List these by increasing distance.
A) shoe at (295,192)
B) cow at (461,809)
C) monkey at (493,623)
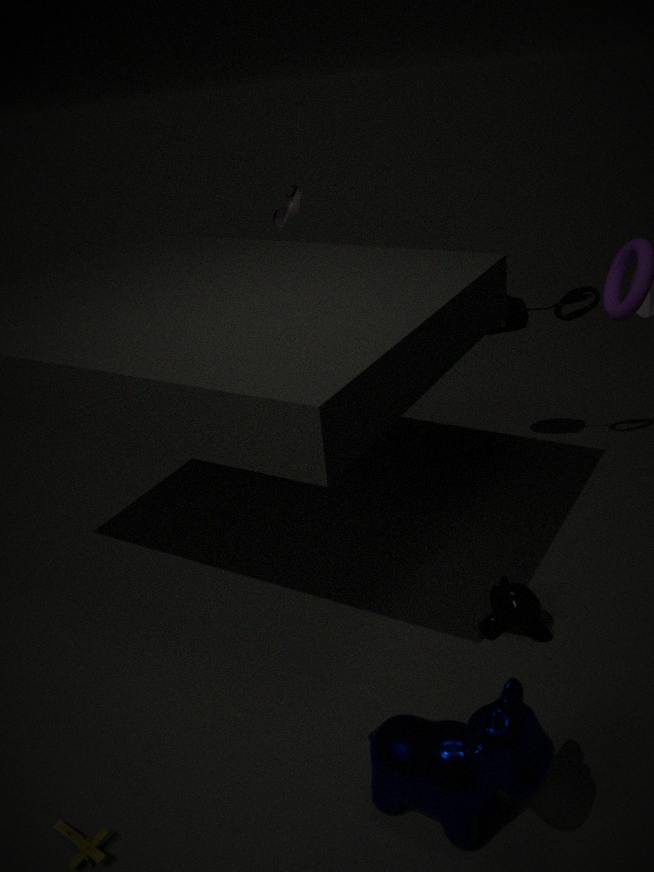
cow at (461,809) < monkey at (493,623) < shoe at (295,192)
